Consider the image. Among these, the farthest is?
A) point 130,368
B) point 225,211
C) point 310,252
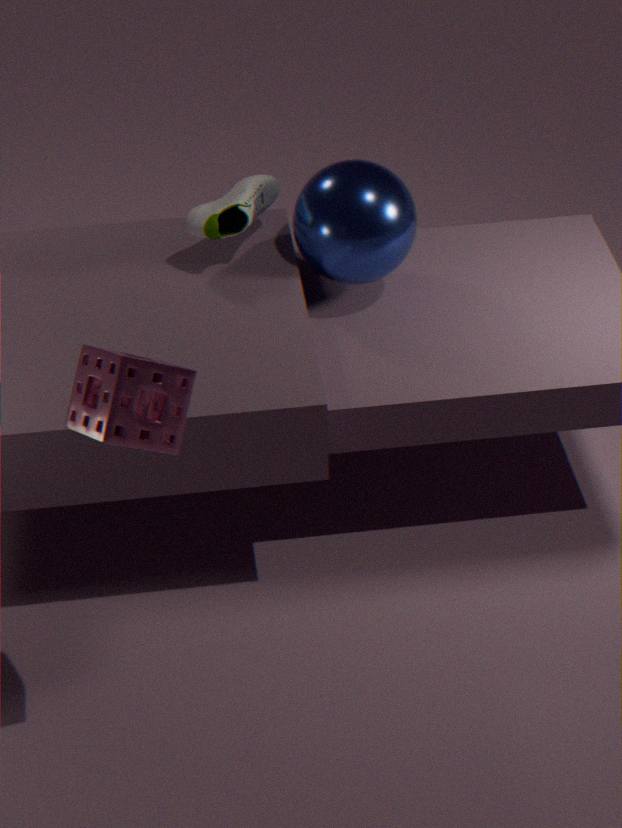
point 225,211
